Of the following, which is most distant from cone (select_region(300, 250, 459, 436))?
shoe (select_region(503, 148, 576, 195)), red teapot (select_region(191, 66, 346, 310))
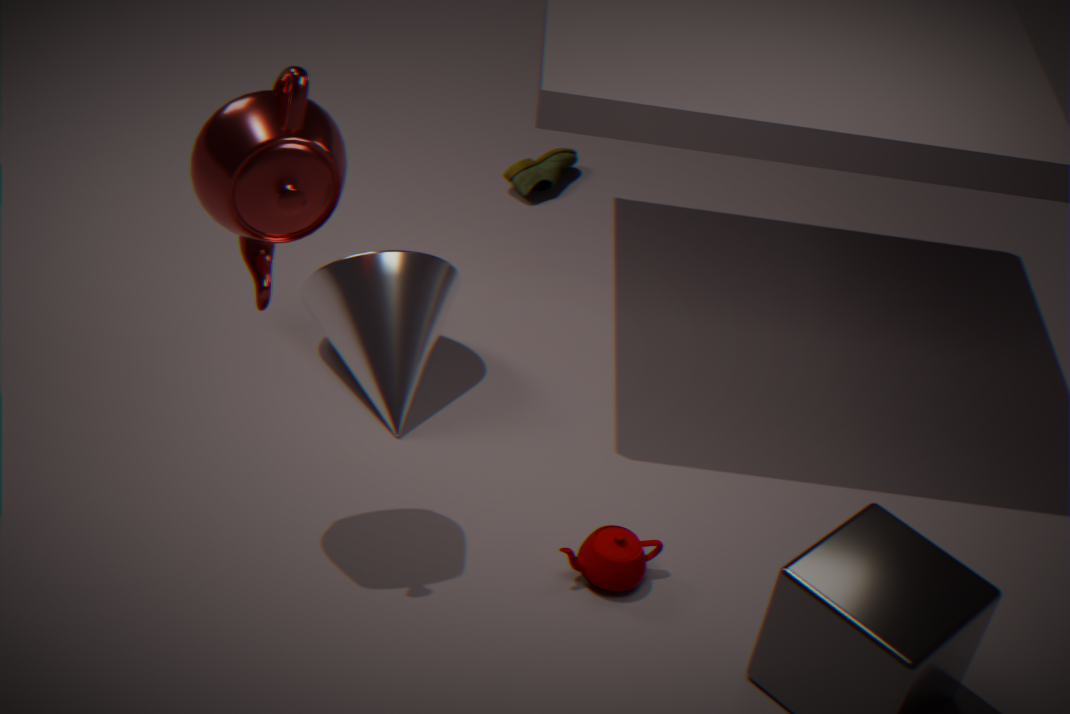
shoe (select_region(503, 148, 576, 195))
